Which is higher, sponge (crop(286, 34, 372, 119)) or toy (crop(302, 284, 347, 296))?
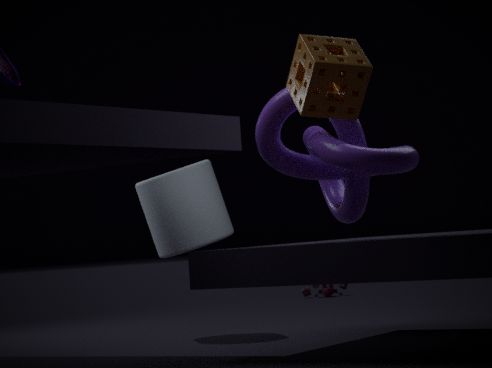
sponge (crop(286, 34, 372, 119))
